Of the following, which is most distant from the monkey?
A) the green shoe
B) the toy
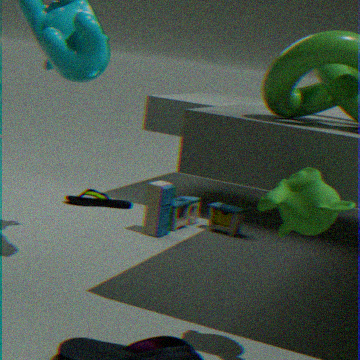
the green shoe
